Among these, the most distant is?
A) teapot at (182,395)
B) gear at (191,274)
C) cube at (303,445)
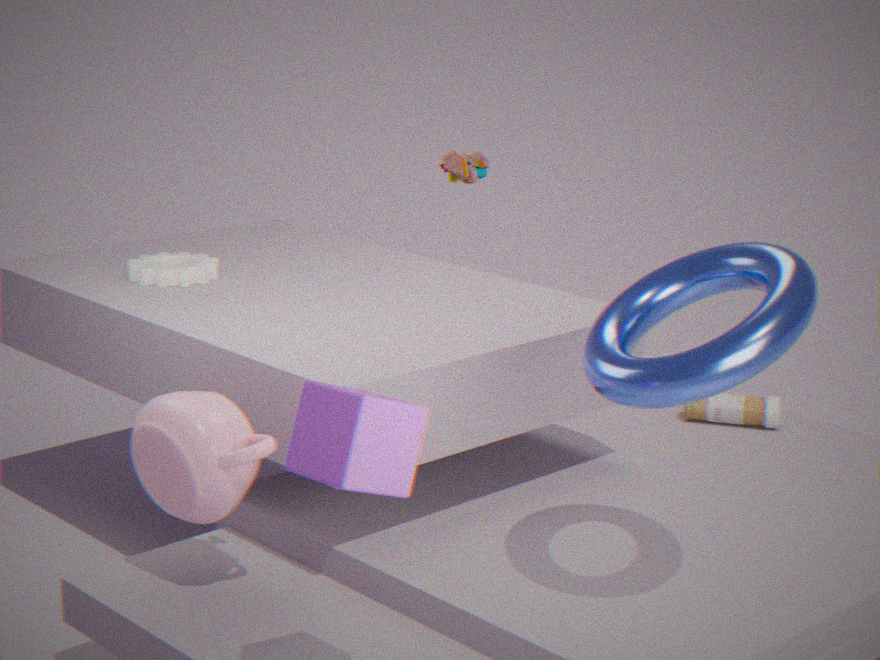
gear at (191,274)
